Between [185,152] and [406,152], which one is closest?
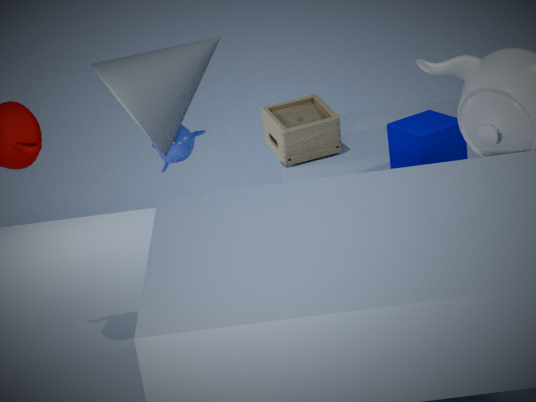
[406,152]
